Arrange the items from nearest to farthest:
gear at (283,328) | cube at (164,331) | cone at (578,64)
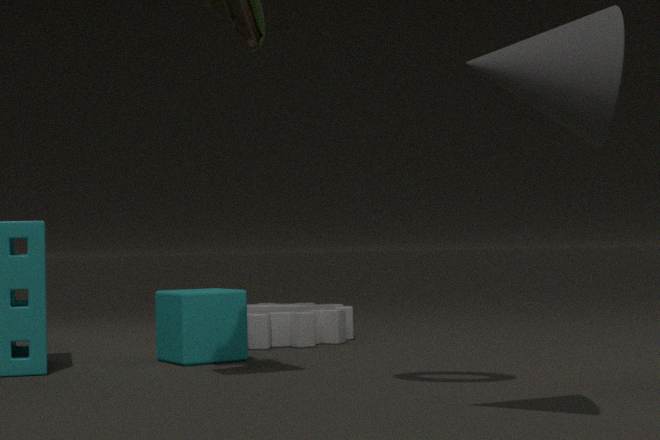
cone at (578,64), cube at (164,331), gear at (283,328)
